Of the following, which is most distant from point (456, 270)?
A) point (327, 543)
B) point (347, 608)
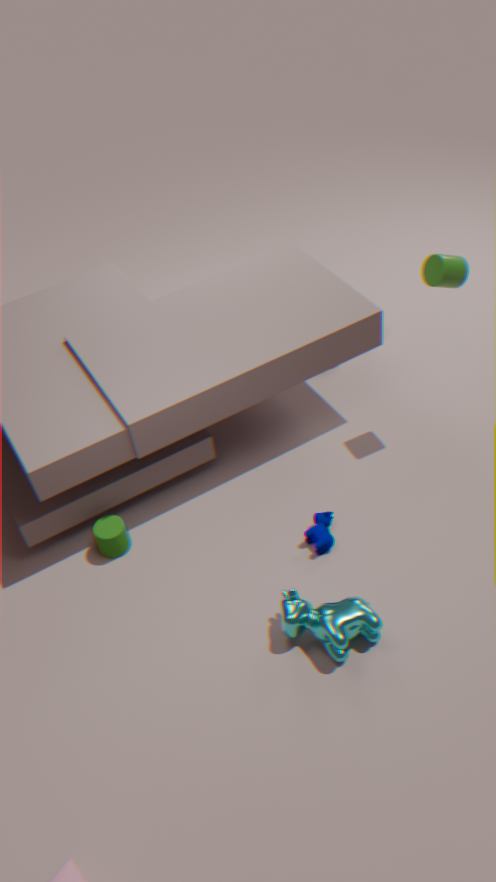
point (347, 608)
